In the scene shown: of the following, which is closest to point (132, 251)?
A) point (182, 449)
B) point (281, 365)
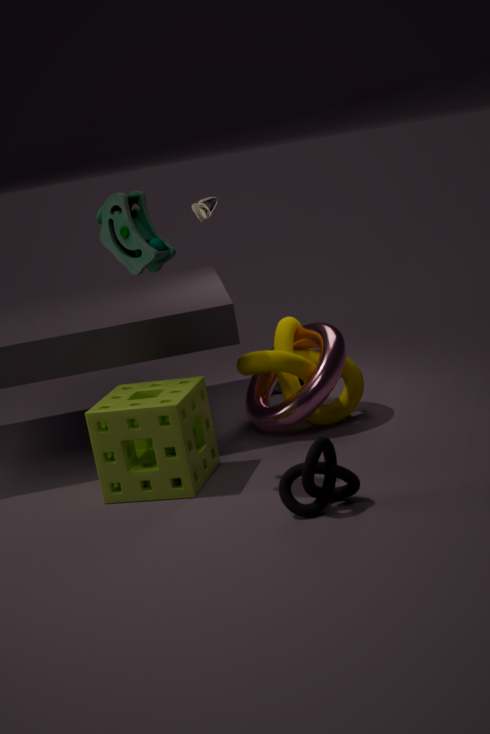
point (182, 449)
